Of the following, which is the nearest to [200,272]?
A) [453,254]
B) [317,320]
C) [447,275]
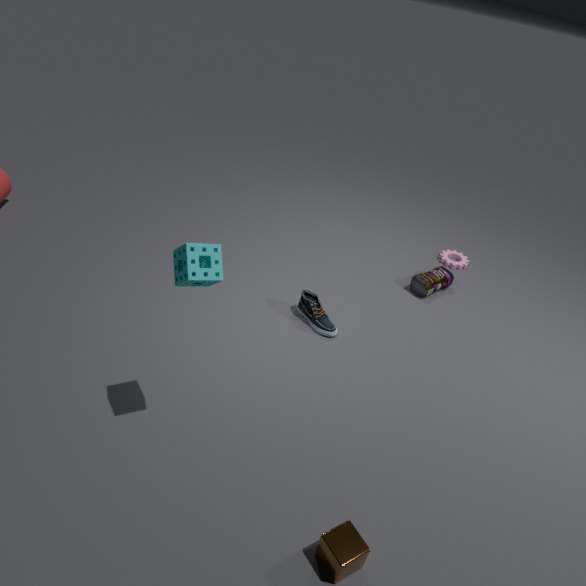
[317,320]
